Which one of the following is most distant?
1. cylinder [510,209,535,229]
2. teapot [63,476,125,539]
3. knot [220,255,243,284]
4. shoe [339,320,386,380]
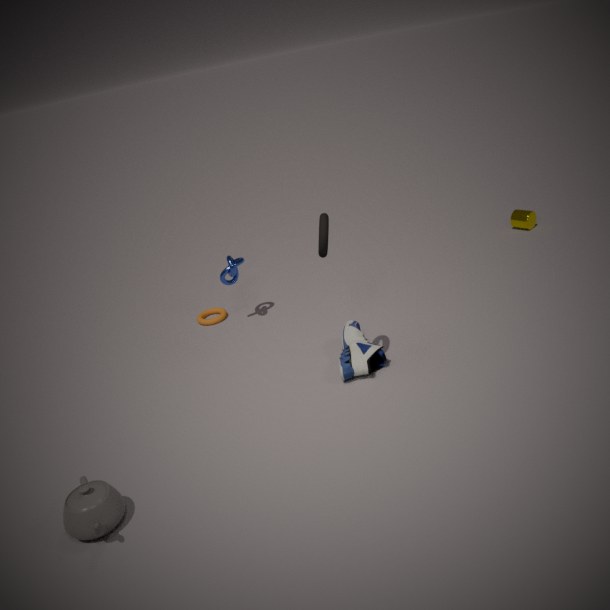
cylinder [510,209,535,229]
